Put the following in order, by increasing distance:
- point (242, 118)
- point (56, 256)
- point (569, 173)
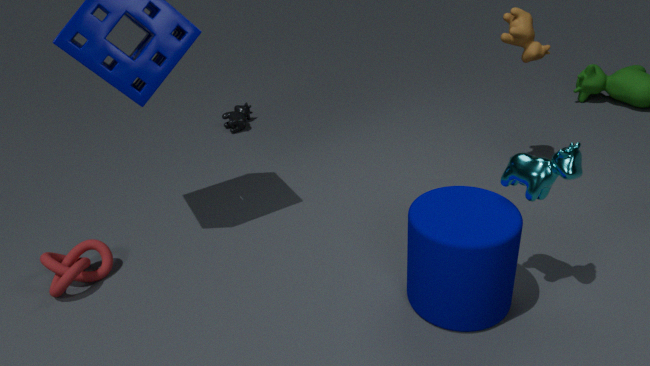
point (569, 173) → point (56, 256) → point (242, 118)
